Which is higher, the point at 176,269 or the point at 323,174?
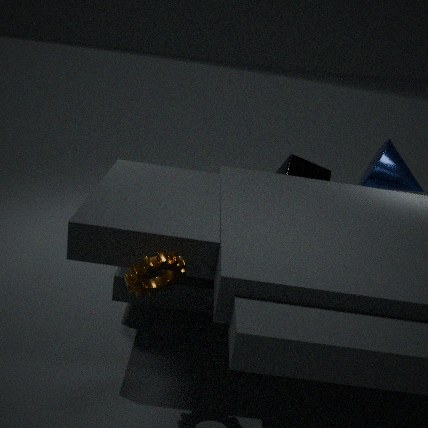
the point at 176,269
